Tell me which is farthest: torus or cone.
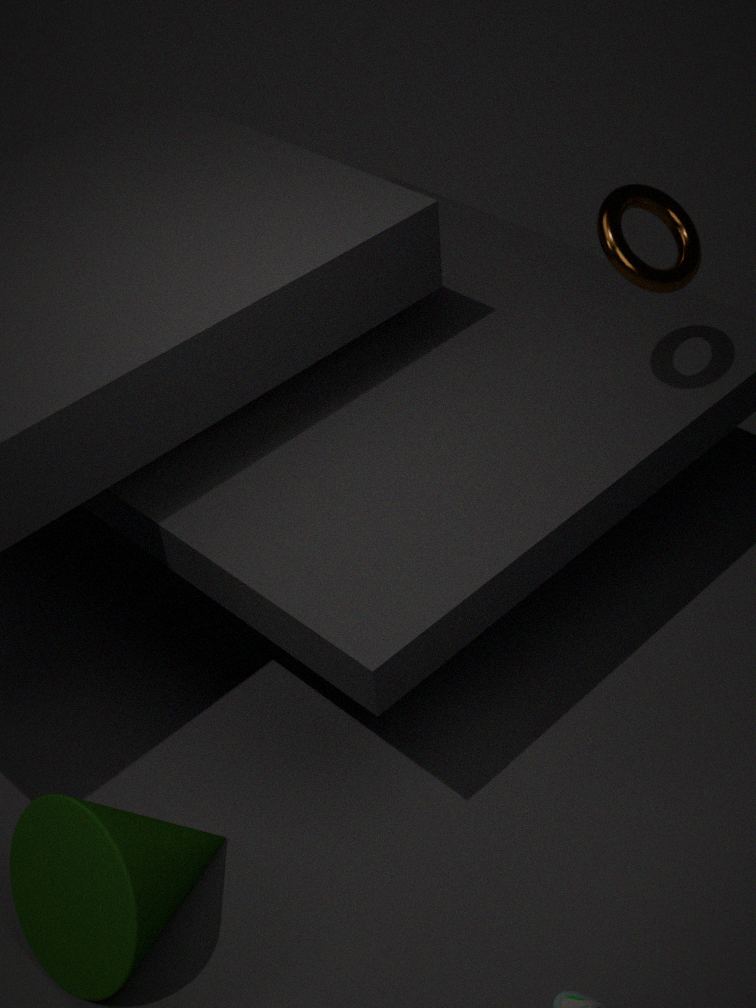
torus
